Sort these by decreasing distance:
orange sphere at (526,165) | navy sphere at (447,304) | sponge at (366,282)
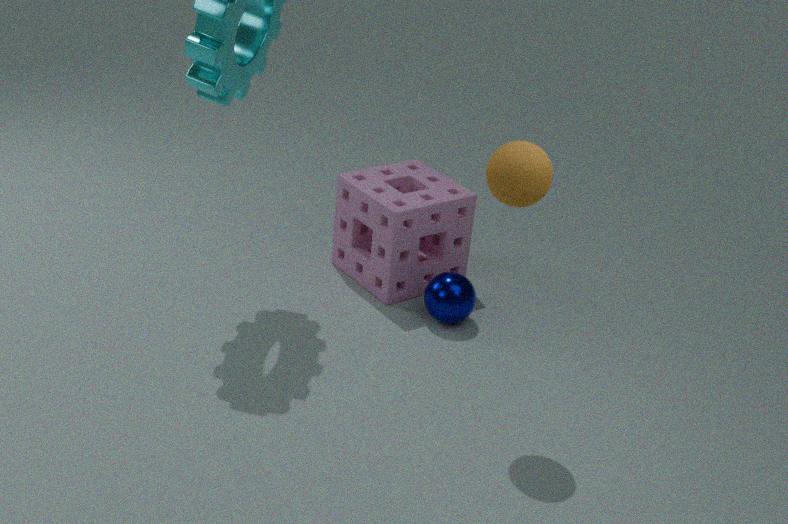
1. sponge at (366,282)
2. navy sphere at (447,304)
3. orange sphere at (526,165)
